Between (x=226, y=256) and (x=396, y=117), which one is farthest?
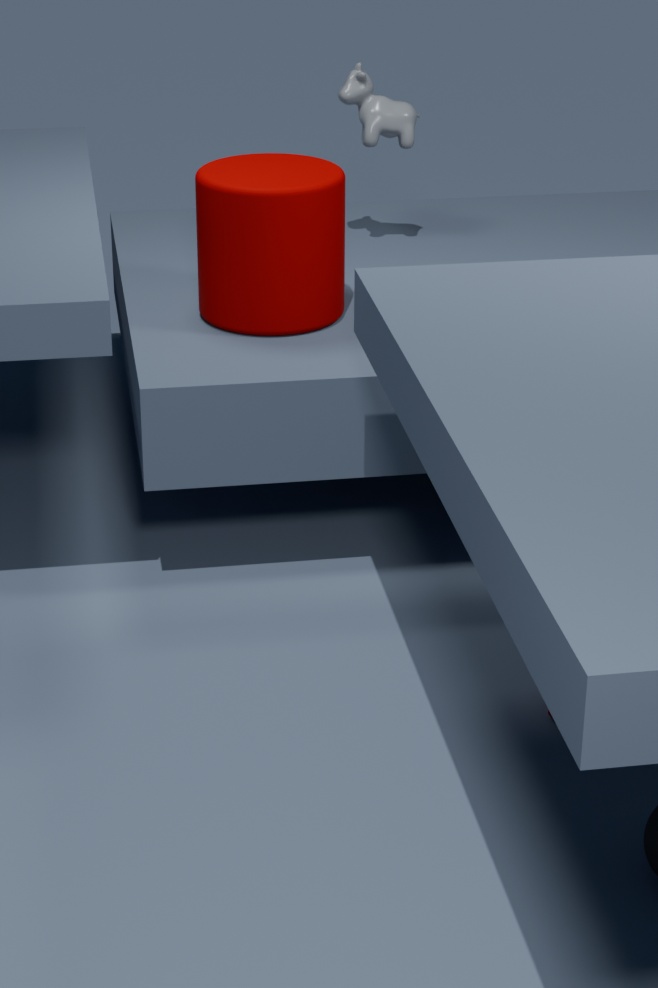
(x=396, y=117)
